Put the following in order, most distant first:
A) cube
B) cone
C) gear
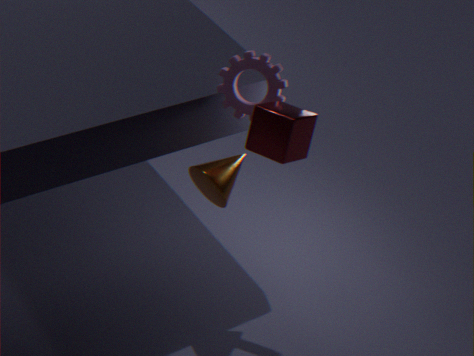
cone < gear < cube
